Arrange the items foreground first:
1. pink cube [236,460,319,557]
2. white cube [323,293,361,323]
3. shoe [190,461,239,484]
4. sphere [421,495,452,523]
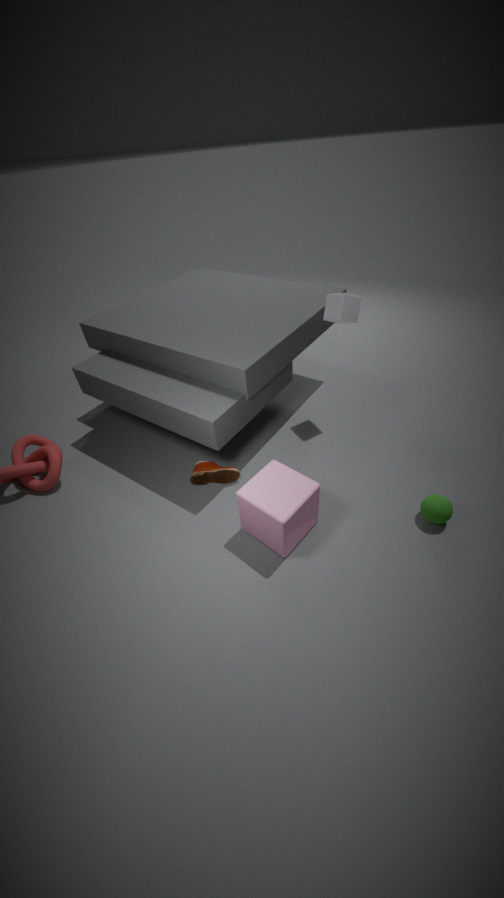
pink cube [236,460,319,557], sphere [421,495,452,523], white cube [323,293,361,323], shoe [190,461,239,484]
